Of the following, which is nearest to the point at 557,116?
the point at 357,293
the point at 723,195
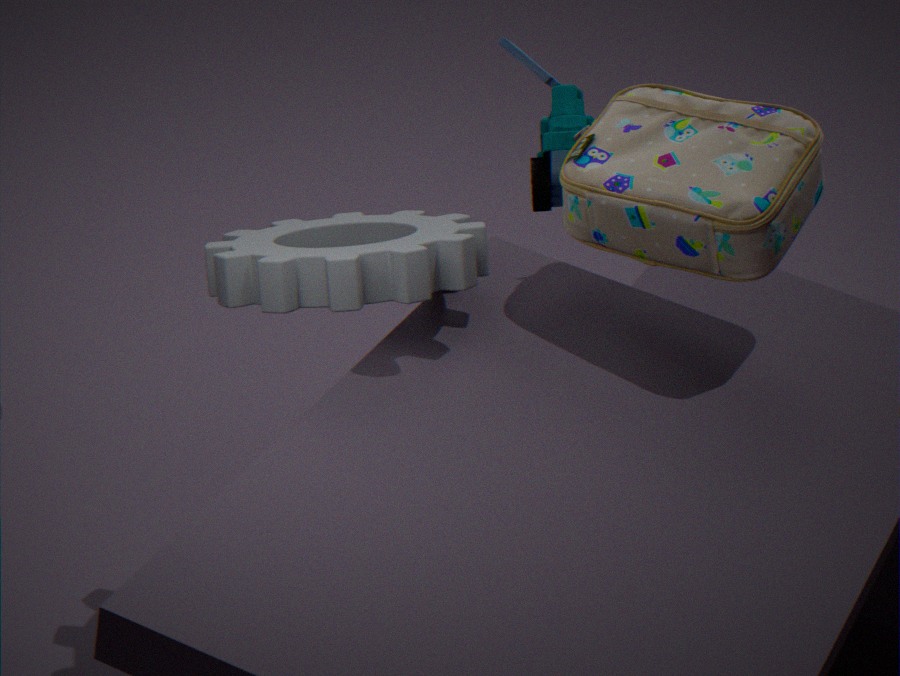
the point at 723,195
